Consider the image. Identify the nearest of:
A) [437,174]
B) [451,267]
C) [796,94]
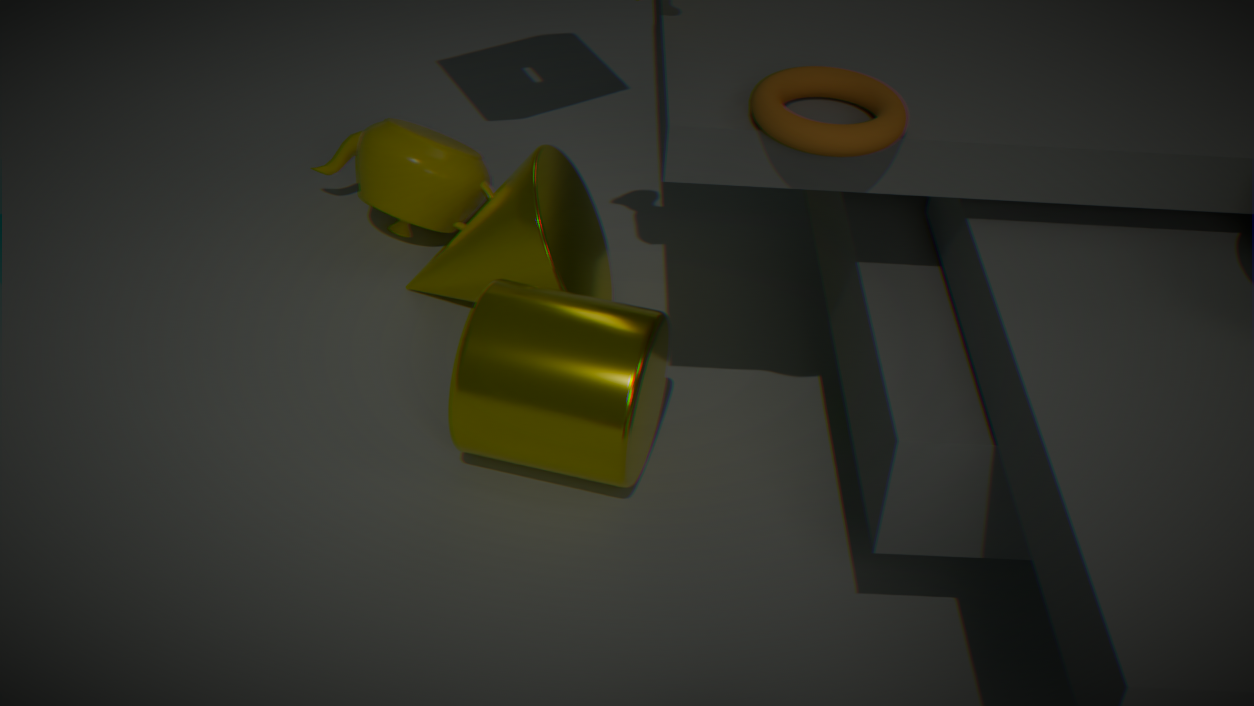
C. [796,94]
